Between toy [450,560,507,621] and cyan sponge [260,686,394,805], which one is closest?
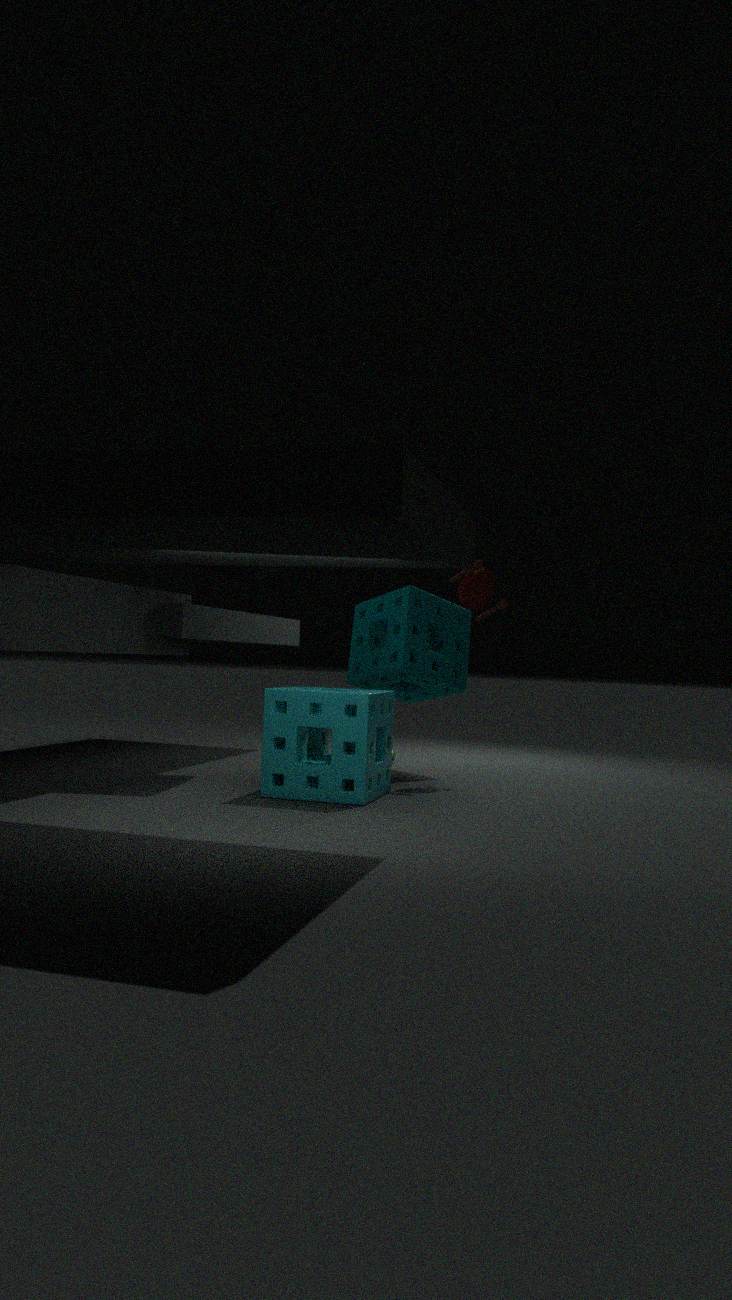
cyan sponge [260,686,394,805]
